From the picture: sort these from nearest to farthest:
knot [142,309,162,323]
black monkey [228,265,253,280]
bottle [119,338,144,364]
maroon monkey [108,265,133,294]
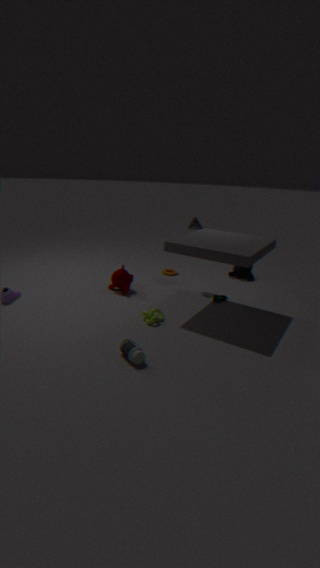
1. bottle [119,338,144,364]
2. knot [142,309,162,323]
3. maroon monkey [108,265,133,294]
4. black monkey [228,265,253,280]
